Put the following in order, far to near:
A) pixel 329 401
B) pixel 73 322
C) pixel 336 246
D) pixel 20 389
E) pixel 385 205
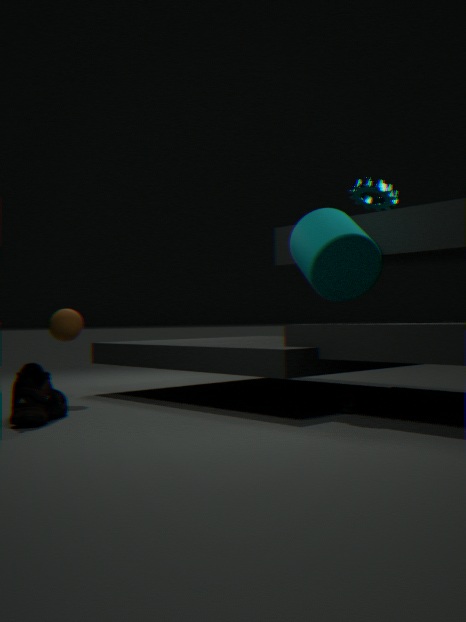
1. pixel 385 205
2. pixel 73 322
3. pixel 329 401
4. pixel 336 246
5. pixel 20 389
